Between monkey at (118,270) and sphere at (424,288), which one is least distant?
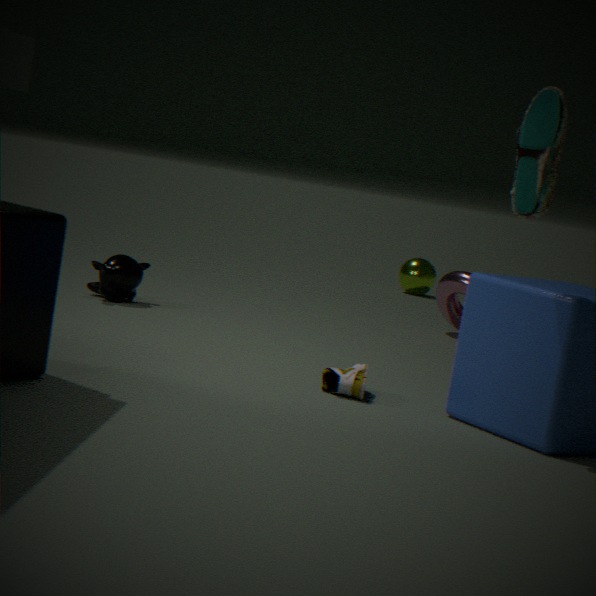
monkey at (118,270)
